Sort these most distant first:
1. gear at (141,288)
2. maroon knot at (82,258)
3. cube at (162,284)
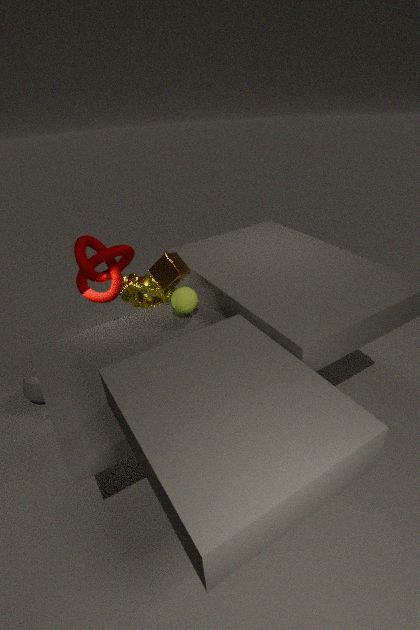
gear at (141,288) → maroon knot at (82,258) → cube at (162,284)
